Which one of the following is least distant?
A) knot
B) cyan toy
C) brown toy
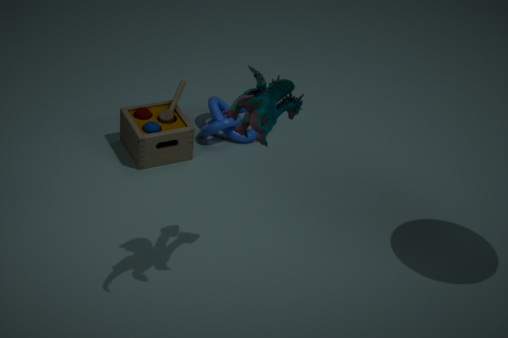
cyan toy
